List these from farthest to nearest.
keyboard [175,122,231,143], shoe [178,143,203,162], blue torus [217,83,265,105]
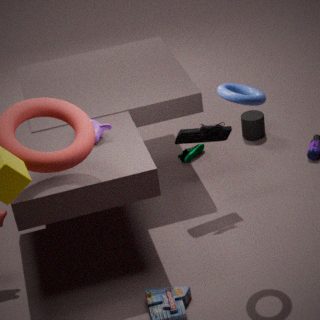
1. shoe [178,143,203,162]
2. keyboard [175,122,231,143]
3. blue torus [217,83,265,105]
